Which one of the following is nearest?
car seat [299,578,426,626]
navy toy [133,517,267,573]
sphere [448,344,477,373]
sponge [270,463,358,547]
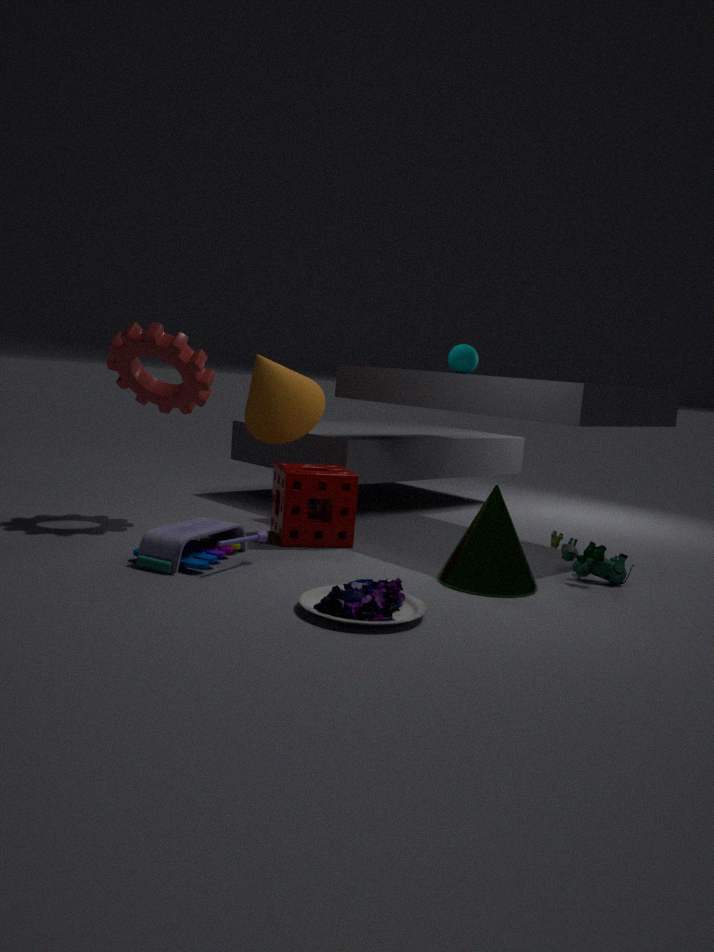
car seat [299,578,426,626]
